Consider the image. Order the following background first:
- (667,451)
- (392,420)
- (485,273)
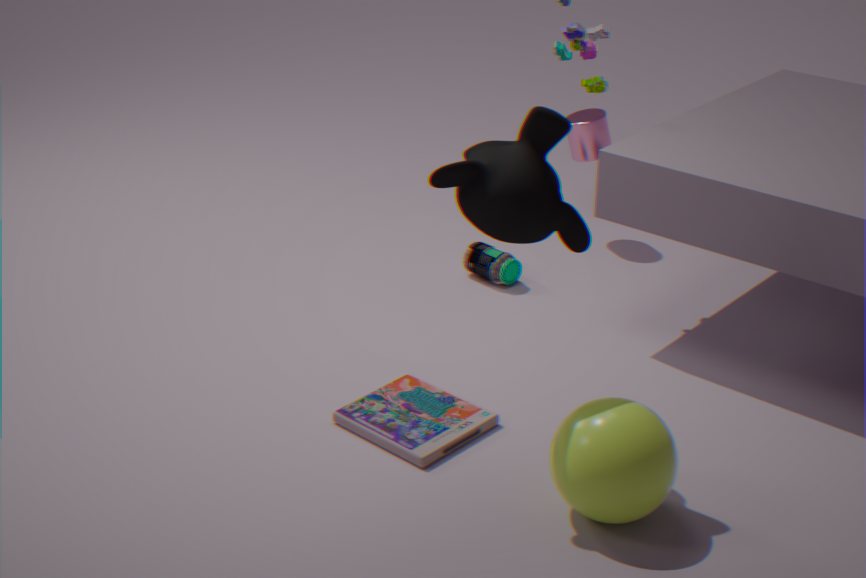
(485,273)
(392,420)
(667,451)
